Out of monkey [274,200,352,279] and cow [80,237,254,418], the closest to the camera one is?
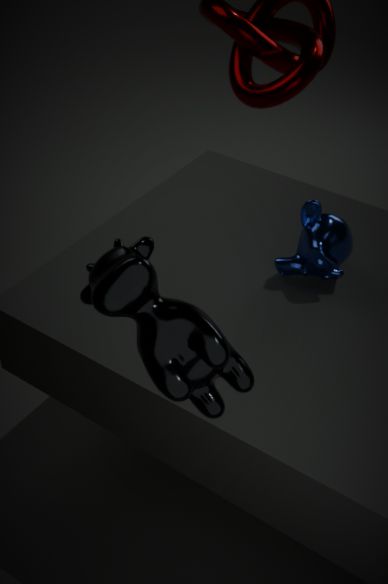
cow [80,237,254,418]
